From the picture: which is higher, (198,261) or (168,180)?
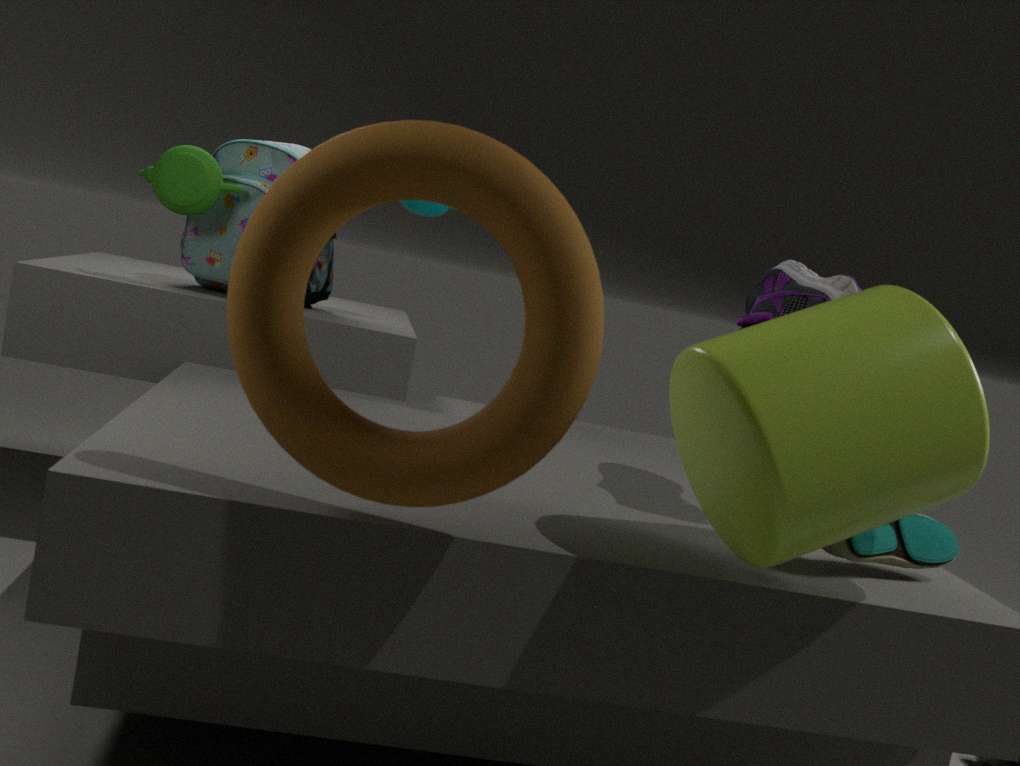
(168,180)
